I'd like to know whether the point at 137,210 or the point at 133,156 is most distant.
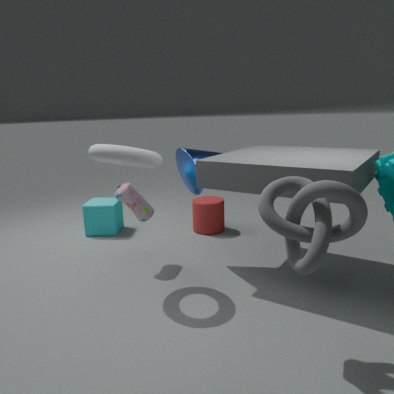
the point at 137,210
